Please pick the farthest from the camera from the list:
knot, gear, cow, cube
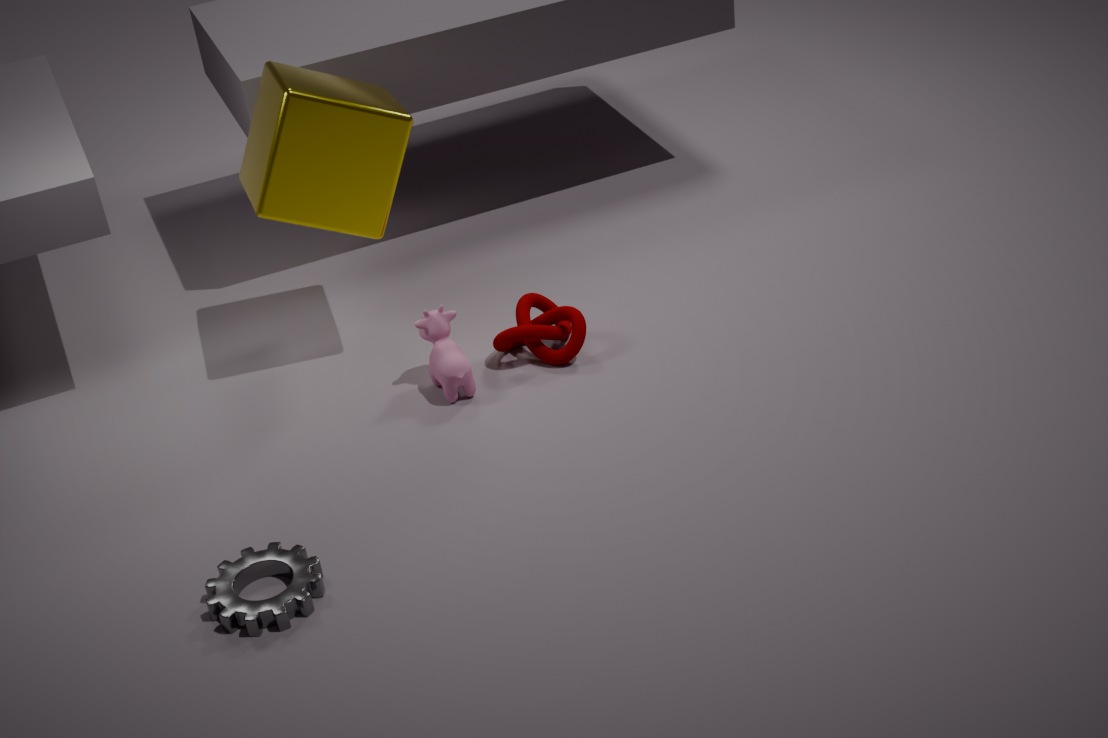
knot
